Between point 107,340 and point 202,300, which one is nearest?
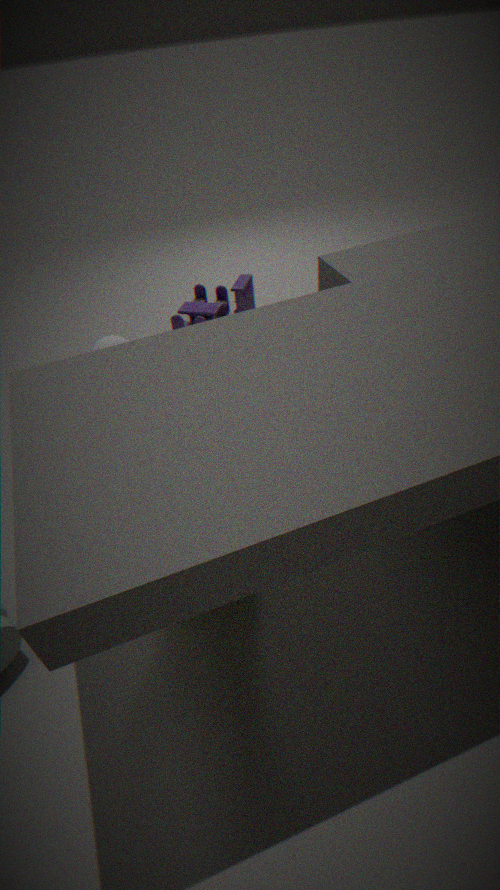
point 107,340
